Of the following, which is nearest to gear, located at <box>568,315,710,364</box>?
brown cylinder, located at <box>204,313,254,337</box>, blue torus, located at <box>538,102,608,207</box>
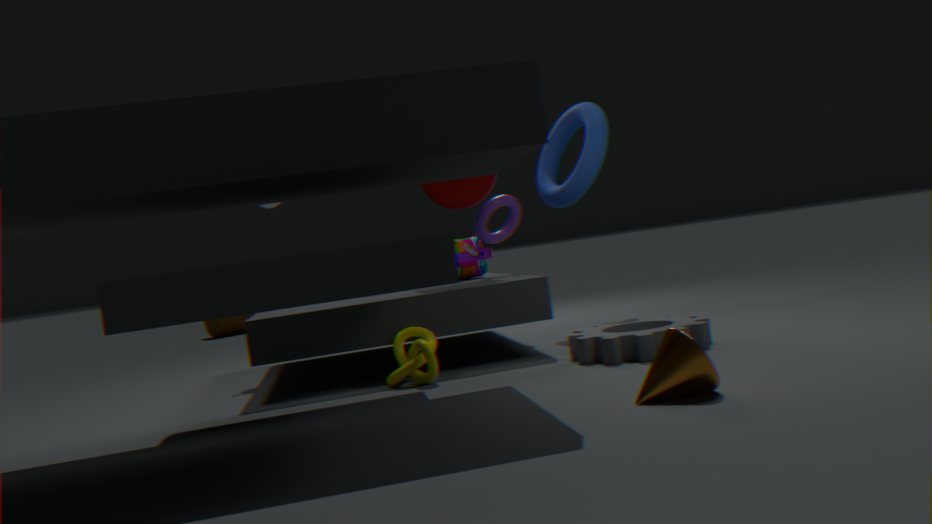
blue torus, located at <box>538,102,608,207</box>
